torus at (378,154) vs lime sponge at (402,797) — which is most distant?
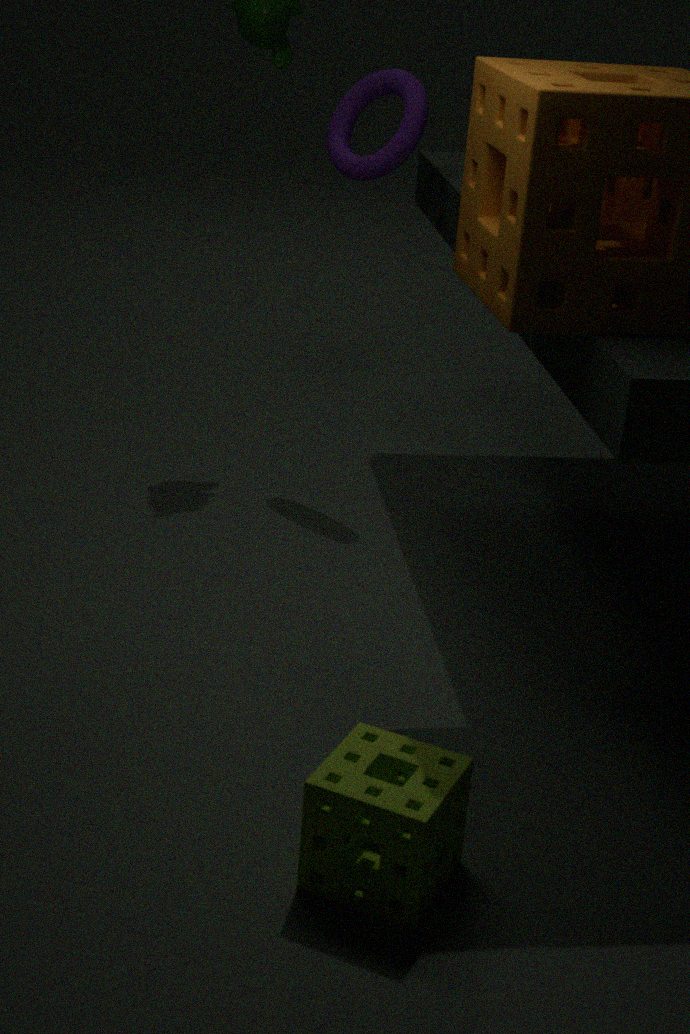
torus at (378,154)
